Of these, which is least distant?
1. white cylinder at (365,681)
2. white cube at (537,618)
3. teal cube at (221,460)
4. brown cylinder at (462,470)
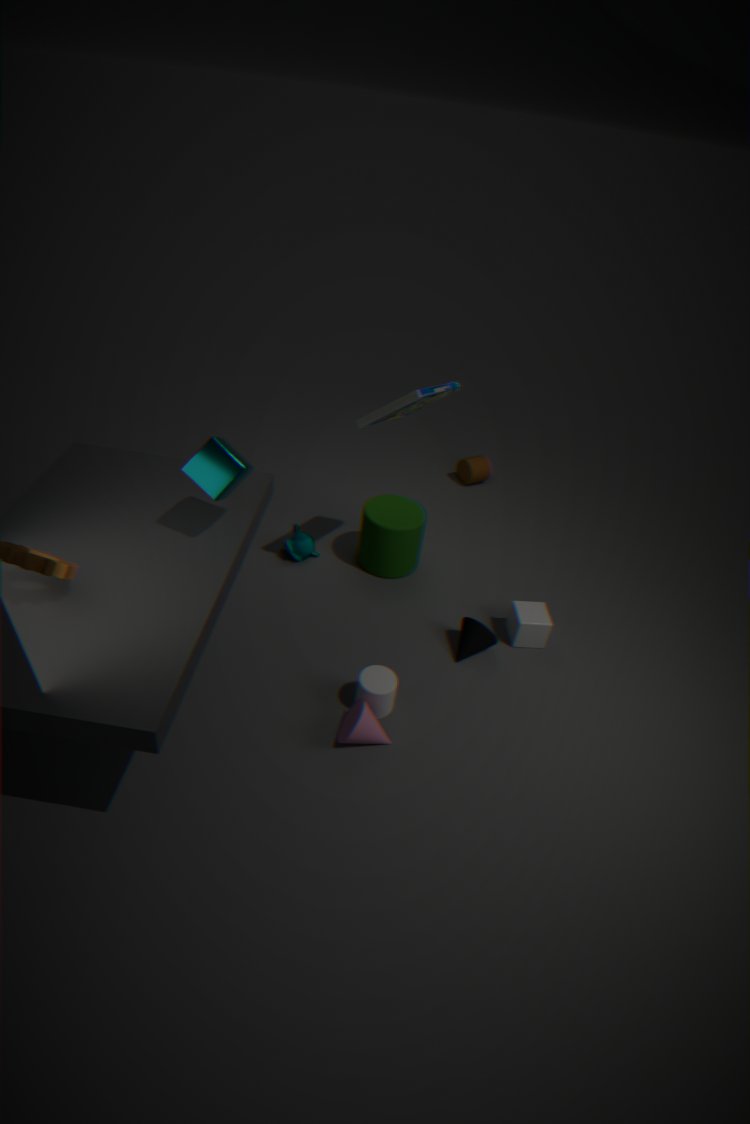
teal cube at (221,460)
